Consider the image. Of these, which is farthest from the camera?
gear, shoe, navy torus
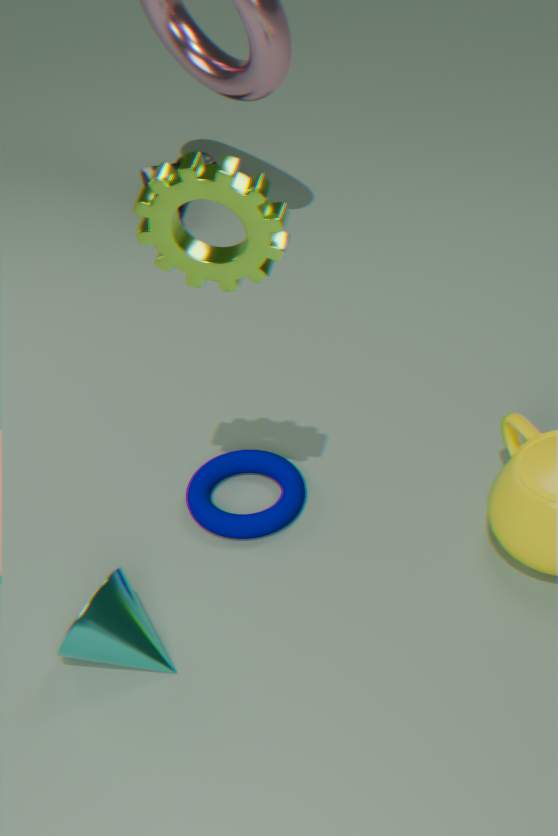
shoe
